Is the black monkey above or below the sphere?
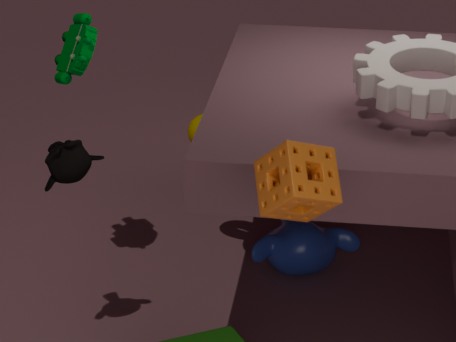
above
